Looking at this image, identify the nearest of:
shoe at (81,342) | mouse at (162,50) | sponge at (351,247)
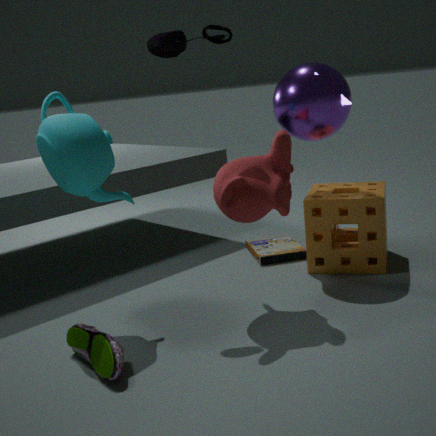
shoe at (81,342)
